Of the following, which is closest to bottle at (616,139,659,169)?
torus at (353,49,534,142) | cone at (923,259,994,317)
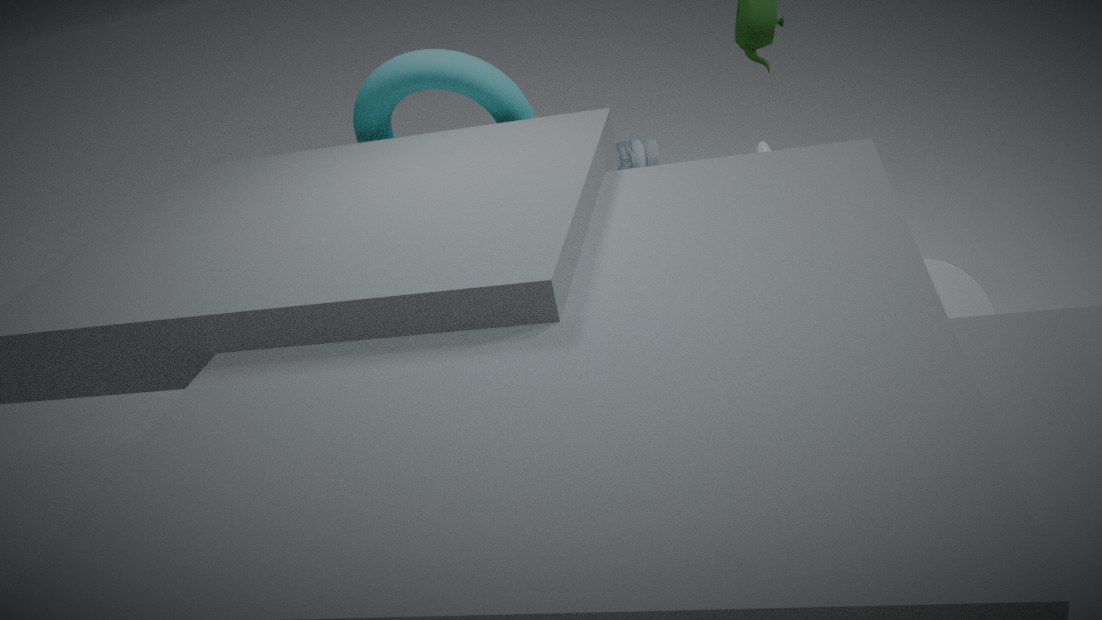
torus at (353,49,534,142)
